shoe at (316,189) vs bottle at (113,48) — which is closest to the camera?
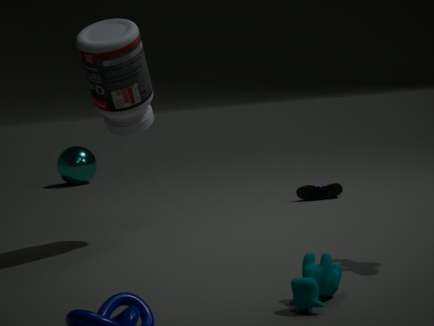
bottle at (113,48)
